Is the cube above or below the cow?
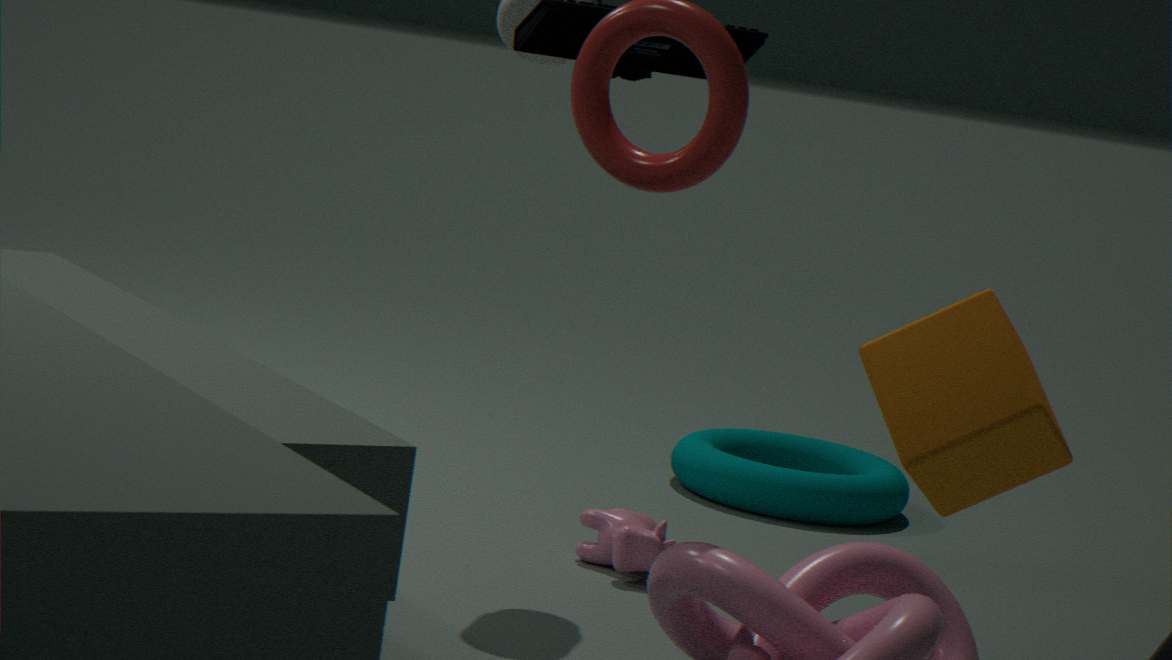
above
